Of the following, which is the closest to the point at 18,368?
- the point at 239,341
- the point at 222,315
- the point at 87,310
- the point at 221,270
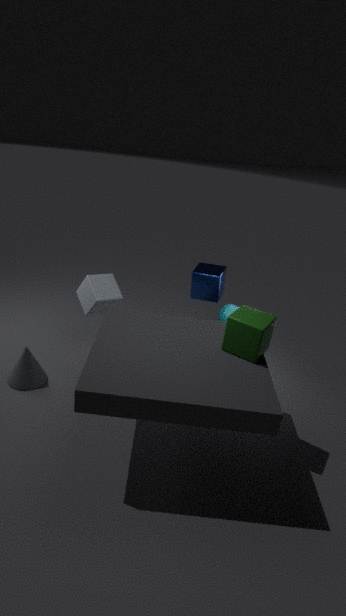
the point at 87,310
